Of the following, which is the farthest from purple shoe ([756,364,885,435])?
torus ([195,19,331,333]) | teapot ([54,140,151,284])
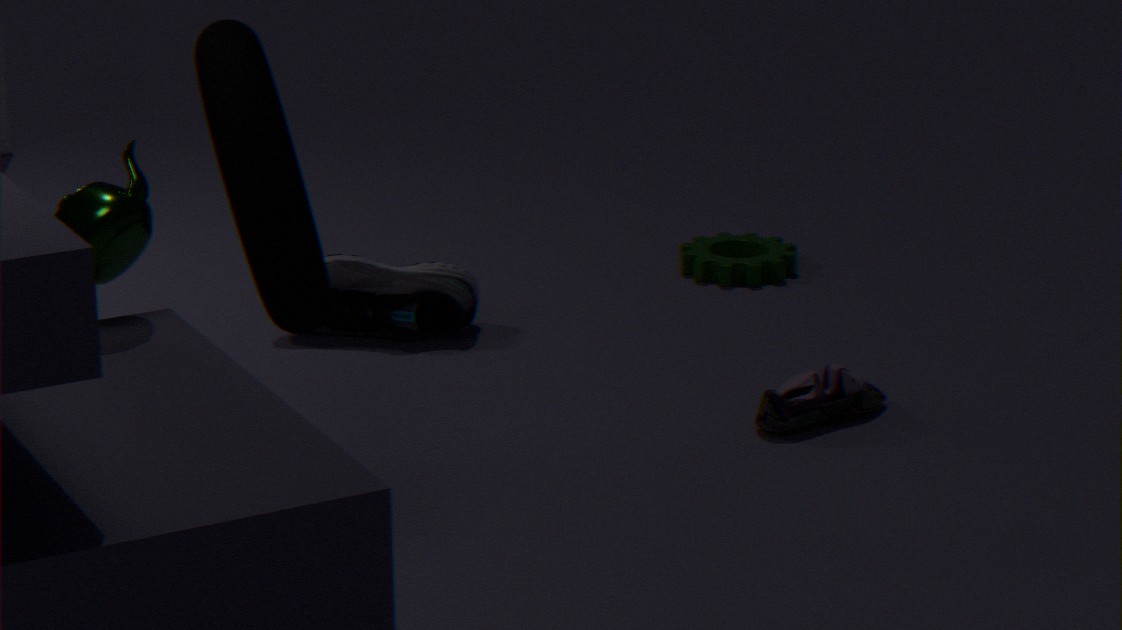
teapot ([54,140,151,284])
